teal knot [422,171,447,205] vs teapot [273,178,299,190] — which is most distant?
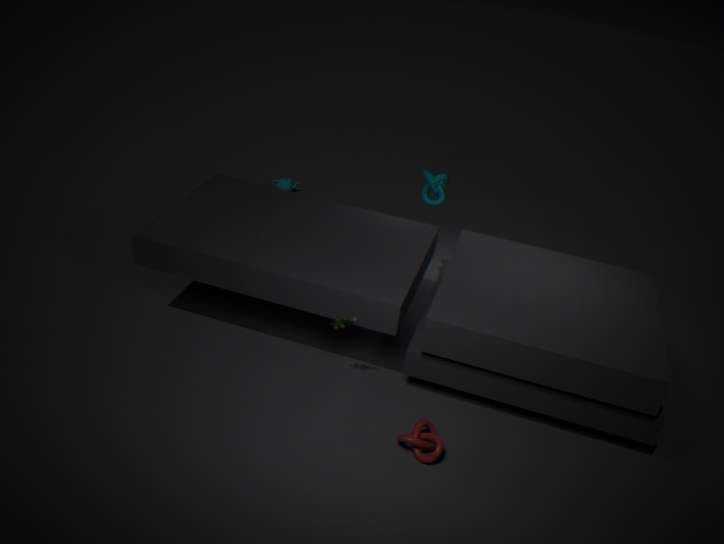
teapot [273,178,299,190]
